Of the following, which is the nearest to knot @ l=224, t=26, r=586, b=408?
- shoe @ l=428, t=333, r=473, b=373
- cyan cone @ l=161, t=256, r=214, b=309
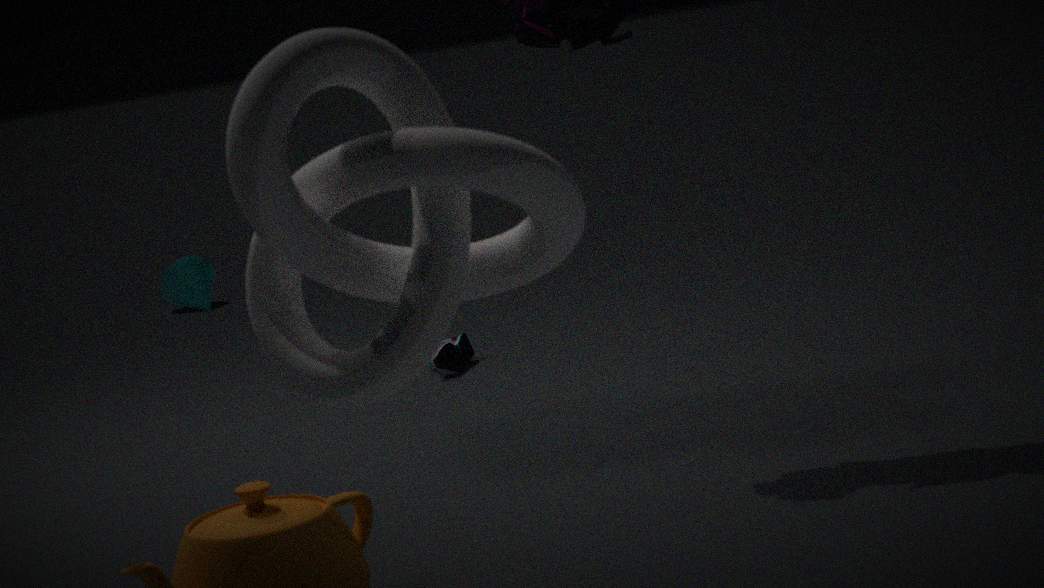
shoe @ l=428, t=333, r=473, b=373
